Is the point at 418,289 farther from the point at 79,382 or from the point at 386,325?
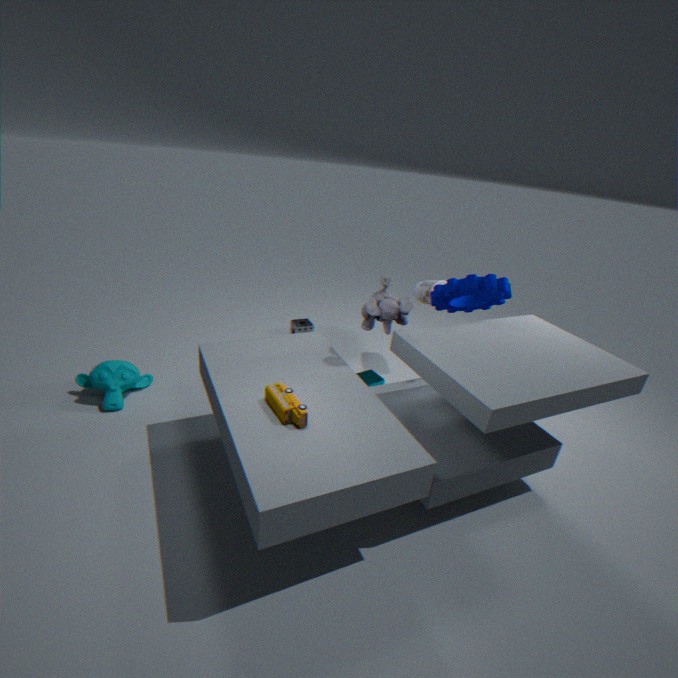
the point at 79,382
